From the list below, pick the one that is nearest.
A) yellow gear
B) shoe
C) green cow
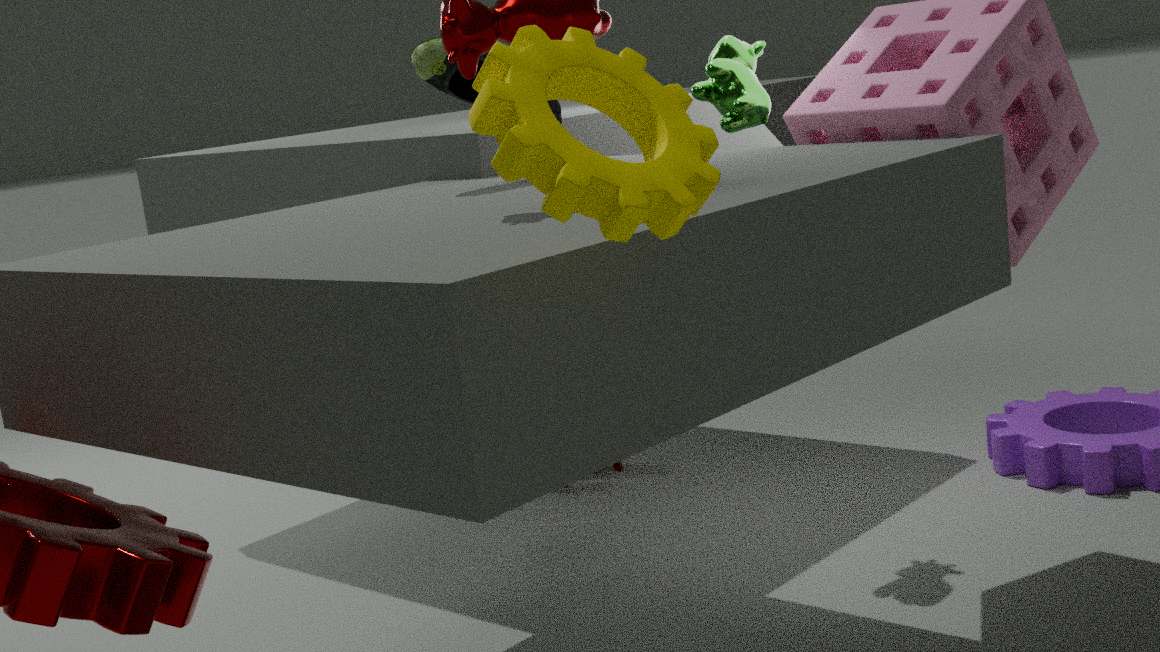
yellow gear
